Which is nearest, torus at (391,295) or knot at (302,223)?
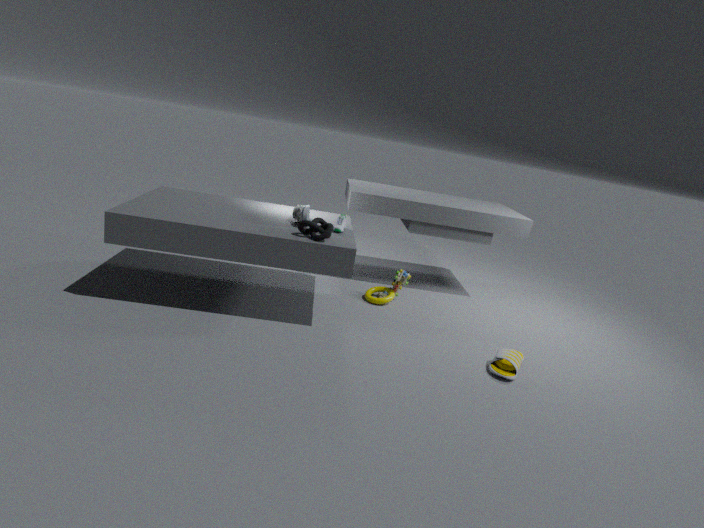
knot at (302,223)
